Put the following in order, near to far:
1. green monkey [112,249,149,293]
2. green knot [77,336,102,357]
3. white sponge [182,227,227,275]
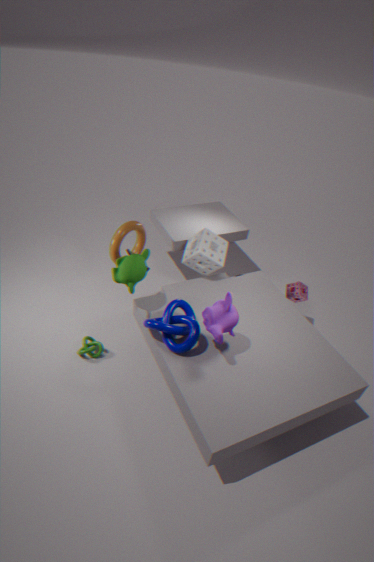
green monkey [112,249,149,293]
green knot [77,336,102,357]
white sponge [182,227,227,275]
